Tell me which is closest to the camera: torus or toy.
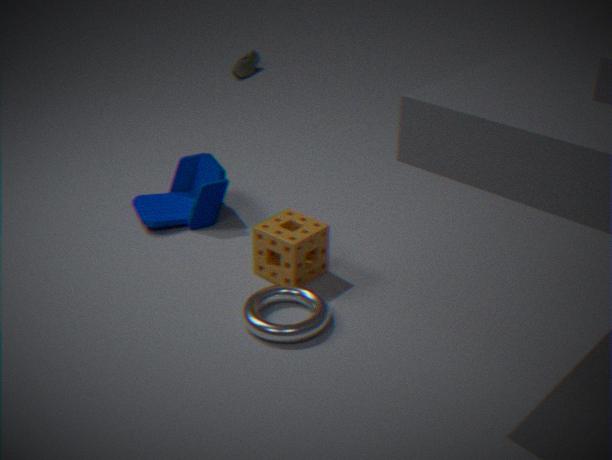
torus
